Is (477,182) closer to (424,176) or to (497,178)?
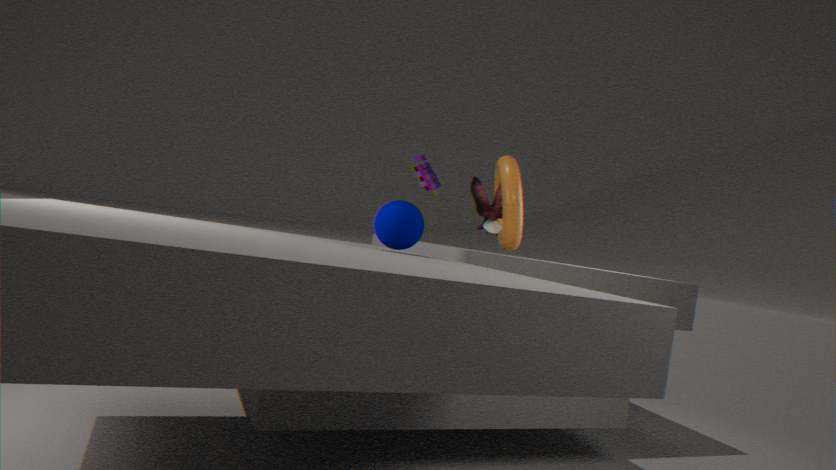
(497,178)
